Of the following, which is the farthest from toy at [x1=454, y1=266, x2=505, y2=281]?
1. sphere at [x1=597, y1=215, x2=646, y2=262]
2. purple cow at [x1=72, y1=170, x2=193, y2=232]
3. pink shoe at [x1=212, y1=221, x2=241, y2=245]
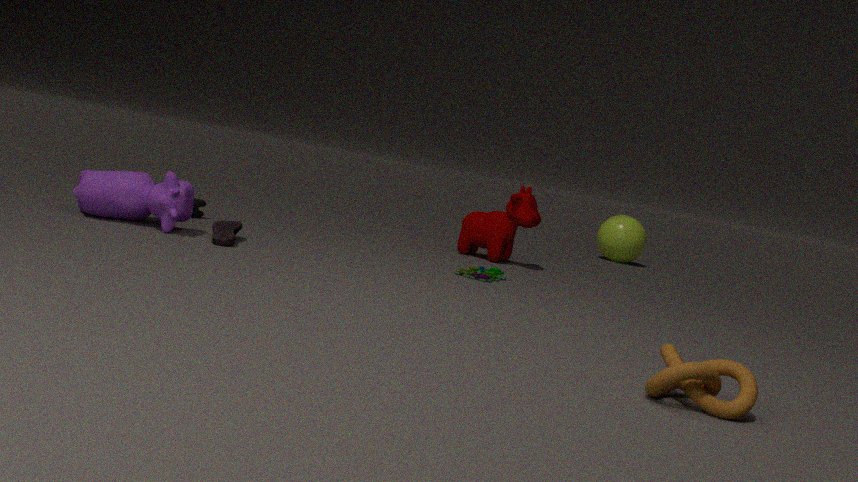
sphere at [x1=597, y1=215, x2=646, y2=262]
